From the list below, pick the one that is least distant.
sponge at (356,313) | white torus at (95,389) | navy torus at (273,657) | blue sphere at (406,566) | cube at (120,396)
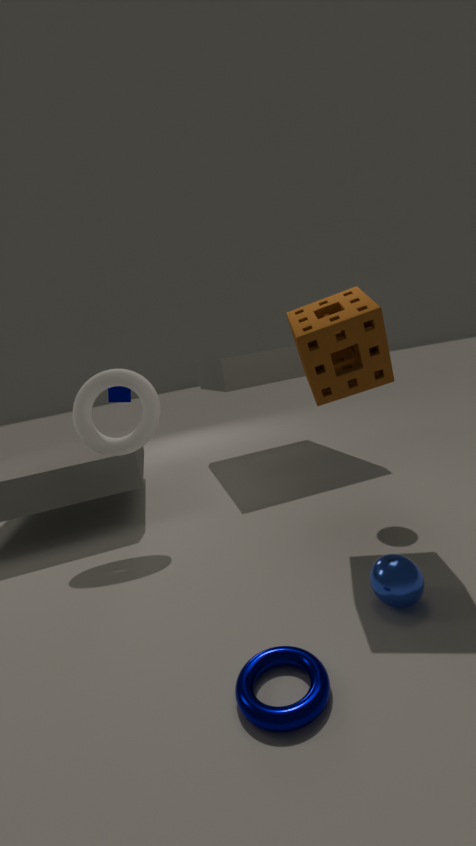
navy torus at (273,657)
